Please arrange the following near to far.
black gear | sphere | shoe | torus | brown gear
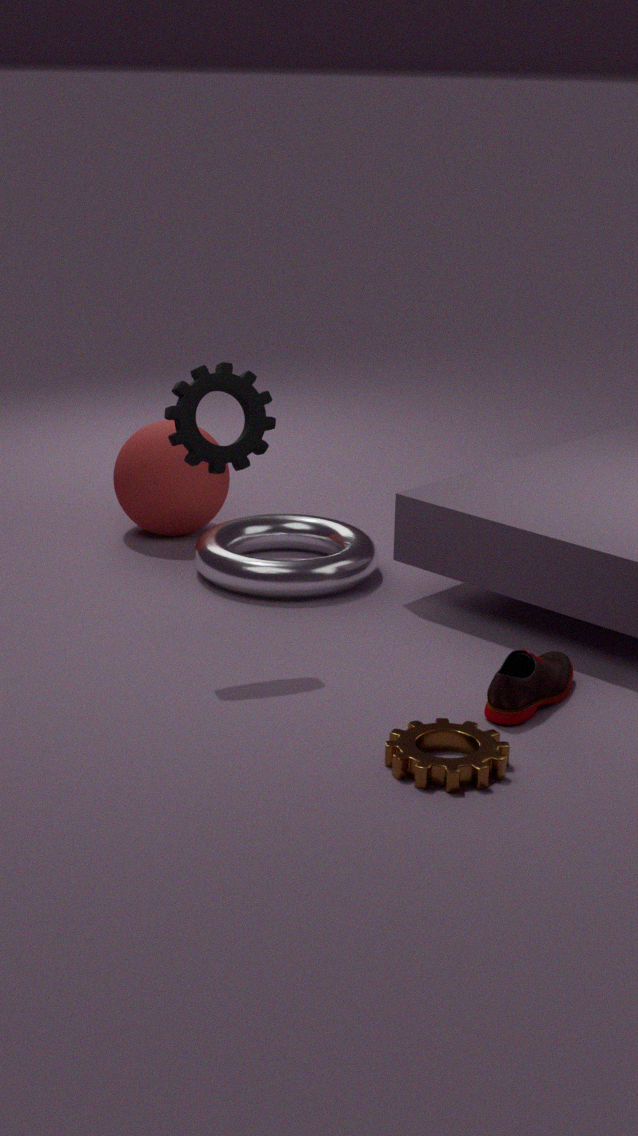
brown gear, shoe, black gear, torus, sphere
